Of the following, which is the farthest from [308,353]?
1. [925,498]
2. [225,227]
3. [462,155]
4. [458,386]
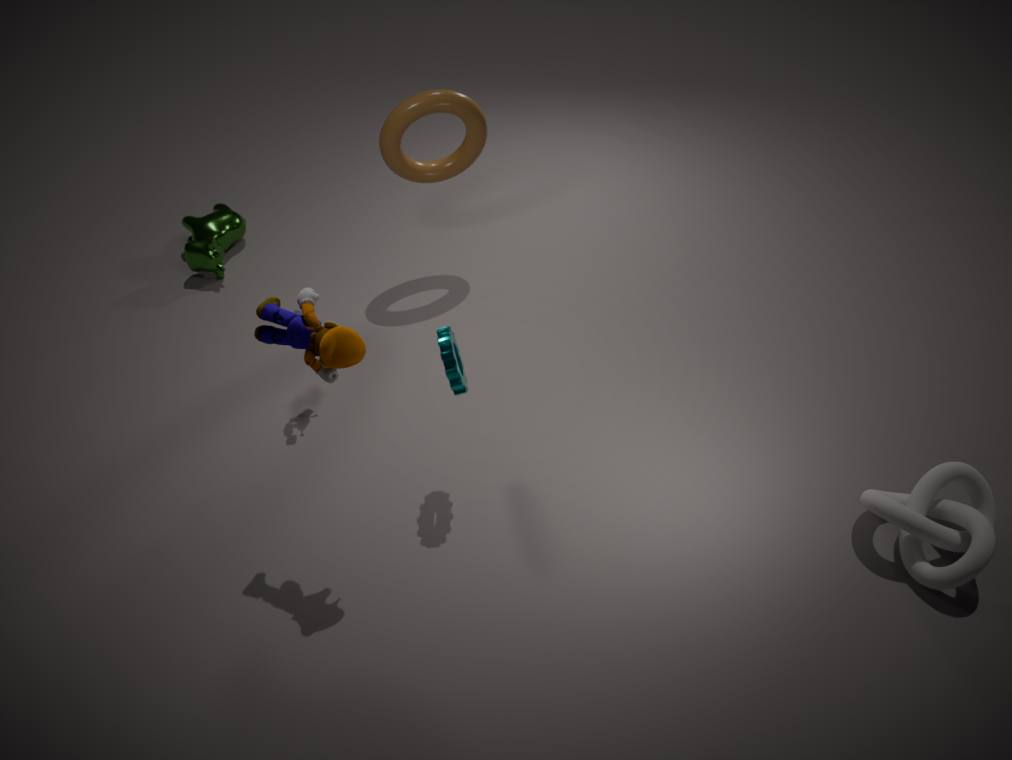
[925,498]
